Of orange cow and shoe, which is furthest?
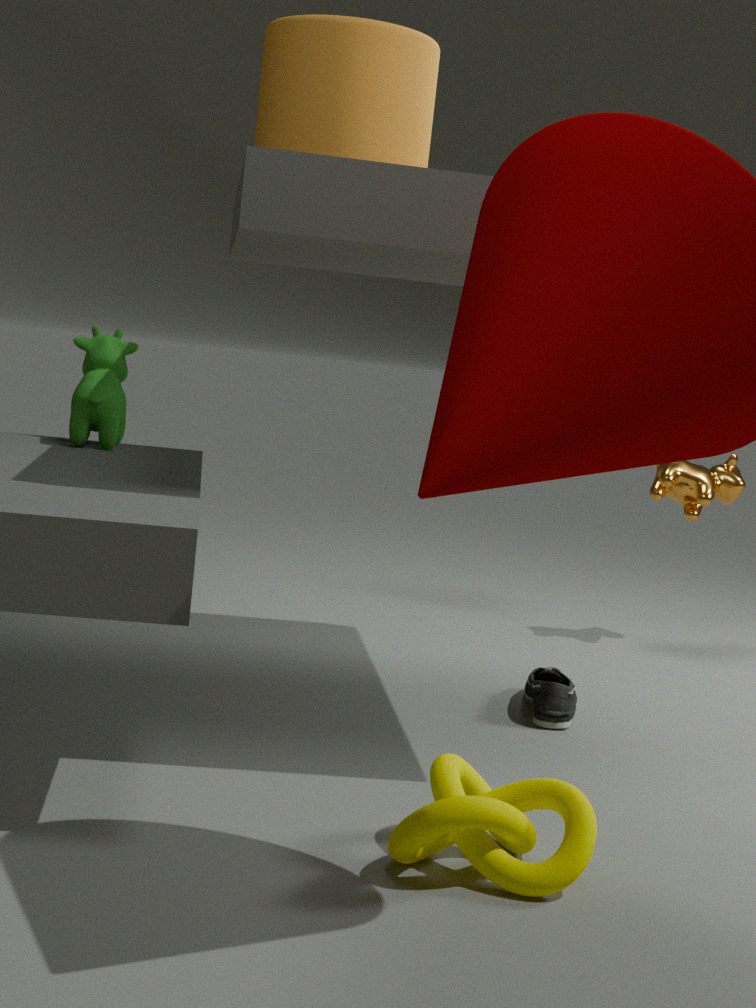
orange cow
